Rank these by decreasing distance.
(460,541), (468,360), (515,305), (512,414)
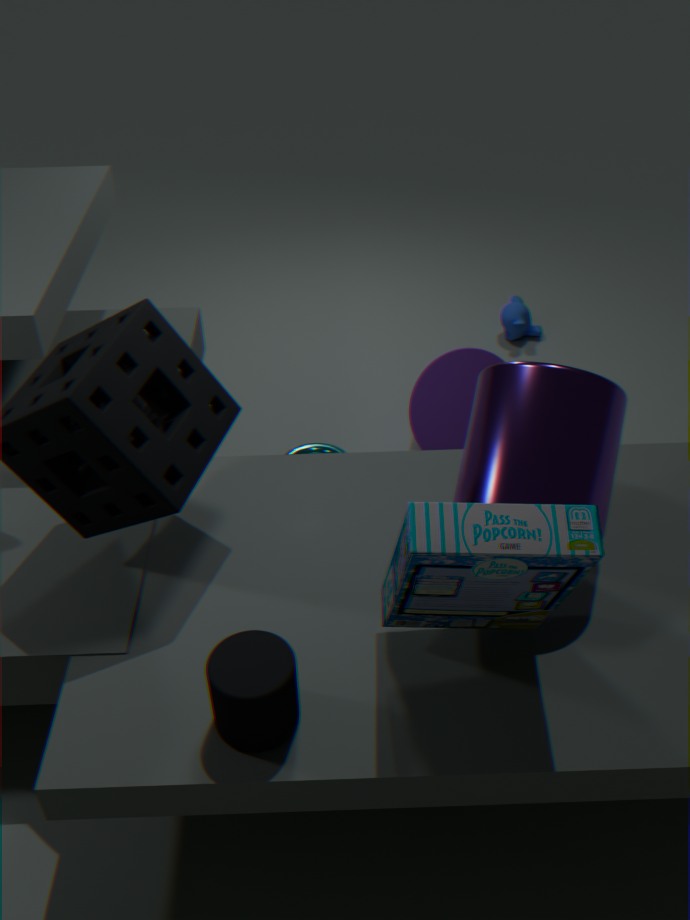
1. (515,305)
2. (468,360)
3. (512,414)
4. (460,541)
